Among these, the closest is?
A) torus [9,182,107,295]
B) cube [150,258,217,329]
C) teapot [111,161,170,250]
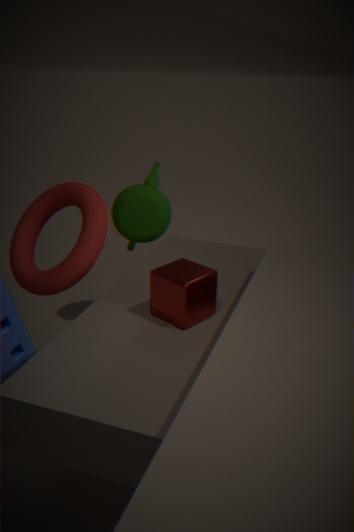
cube [150,258,217,329]
